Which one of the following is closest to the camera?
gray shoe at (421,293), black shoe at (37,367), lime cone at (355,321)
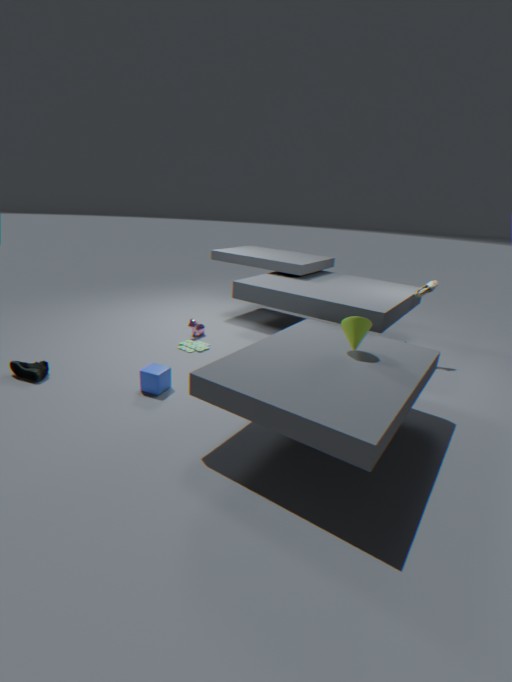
lime cone at (355,321)
